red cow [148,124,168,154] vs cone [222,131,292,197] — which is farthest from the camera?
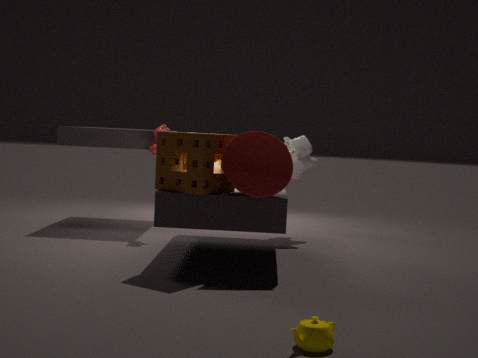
red cow [148,124,168,154]
